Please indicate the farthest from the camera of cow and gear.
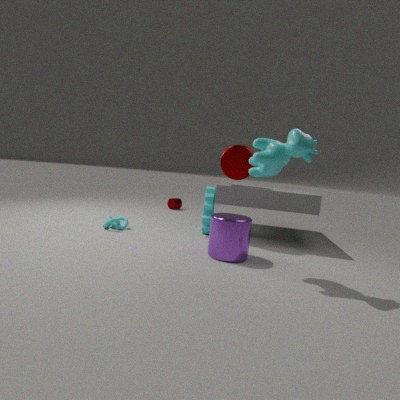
gear
